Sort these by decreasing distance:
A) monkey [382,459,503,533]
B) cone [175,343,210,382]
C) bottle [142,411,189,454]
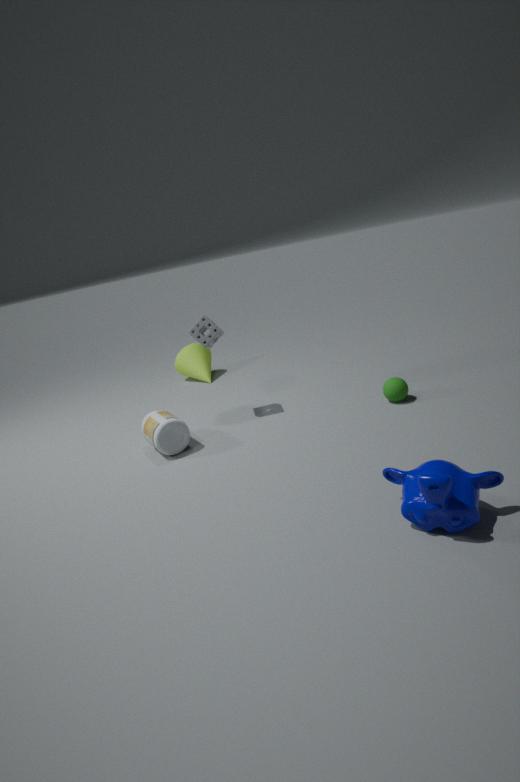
cone [175,343,210,382], bottle [142,411,189,454], monkey [382,459,503,533]
